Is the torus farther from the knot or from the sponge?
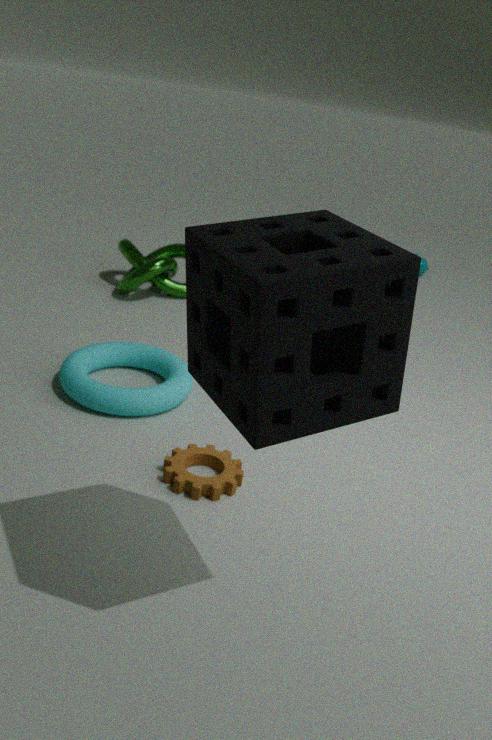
the sponge
